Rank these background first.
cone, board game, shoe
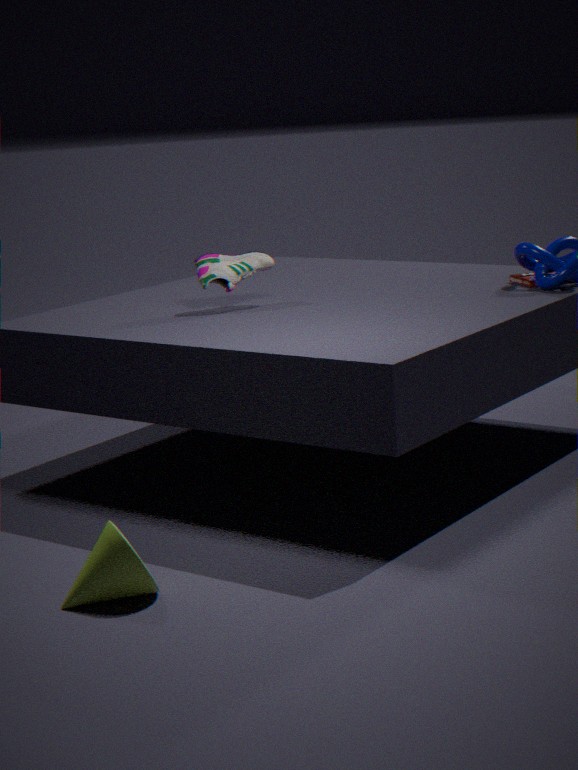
1. board game
2. shoe
3. cone
